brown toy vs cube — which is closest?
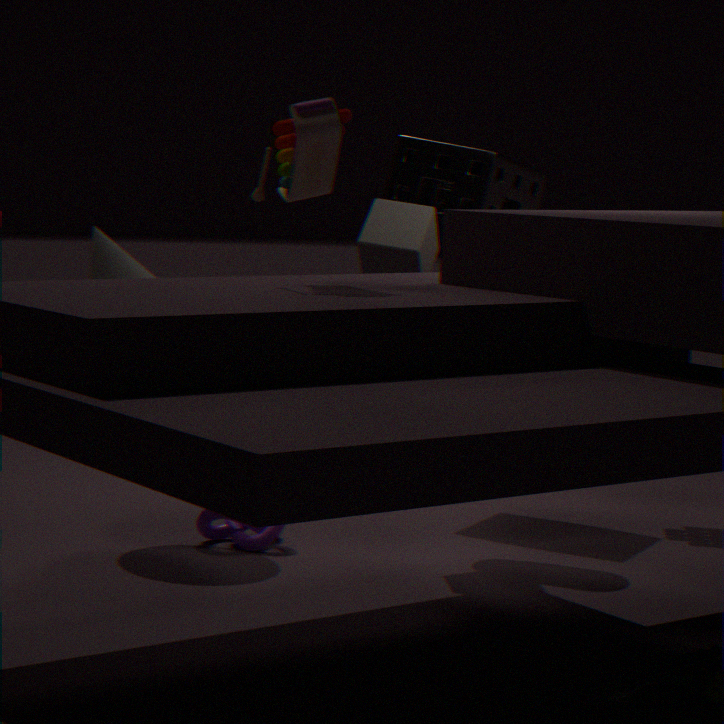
brown toy
